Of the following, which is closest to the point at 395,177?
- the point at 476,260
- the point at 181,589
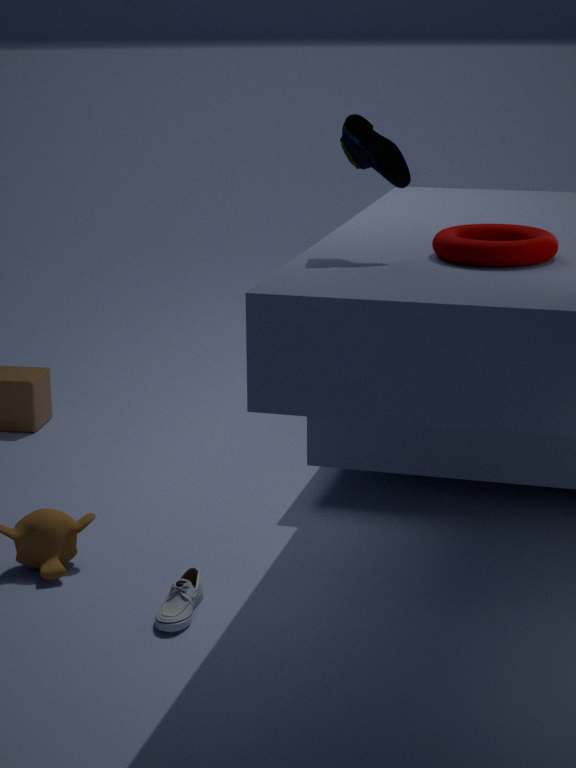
the point at 476,260
